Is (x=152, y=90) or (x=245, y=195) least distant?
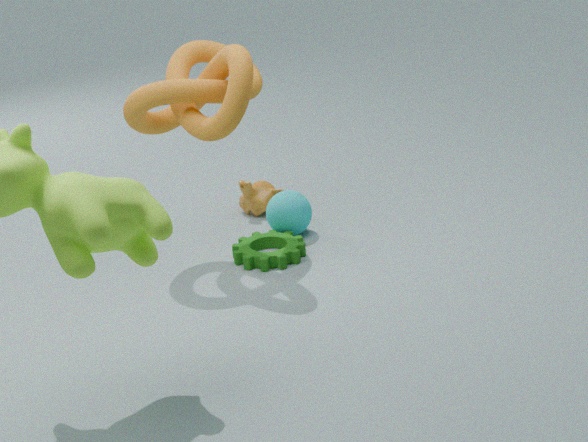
(x=152, y=90)
